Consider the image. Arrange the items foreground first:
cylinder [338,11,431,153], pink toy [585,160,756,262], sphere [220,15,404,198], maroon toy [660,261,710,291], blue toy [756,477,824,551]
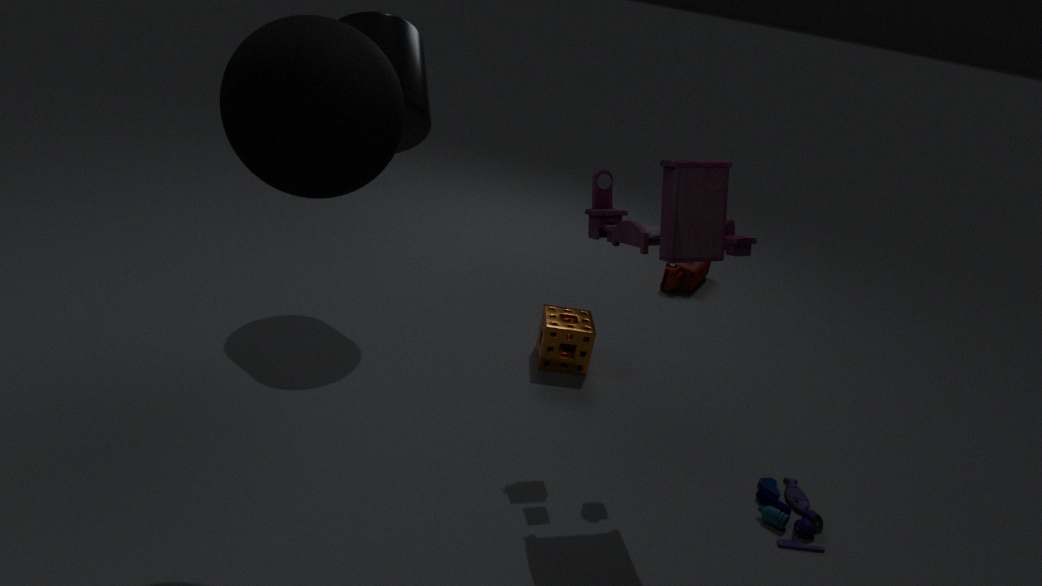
1. sphere [220,15,404,198]
2. pink toy [585,160,756,262]
3. blue toy [756,477,824,551]
4. cylinder [338,11,431,153]
5. maroon toy [660,261,710,291]
